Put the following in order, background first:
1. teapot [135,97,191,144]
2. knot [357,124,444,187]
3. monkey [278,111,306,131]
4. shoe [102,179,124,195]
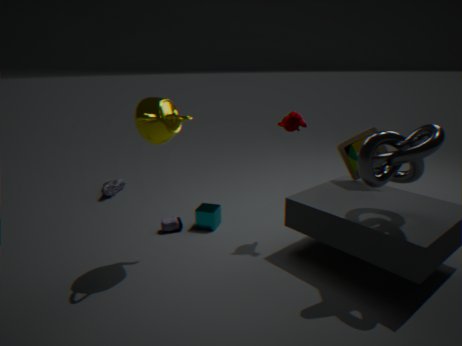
1. shoe [102,179,124,195]
2. monkey [278,111,306,131]
3. teapot [135,97,191,144]
4. knot [357,124,444,187]
